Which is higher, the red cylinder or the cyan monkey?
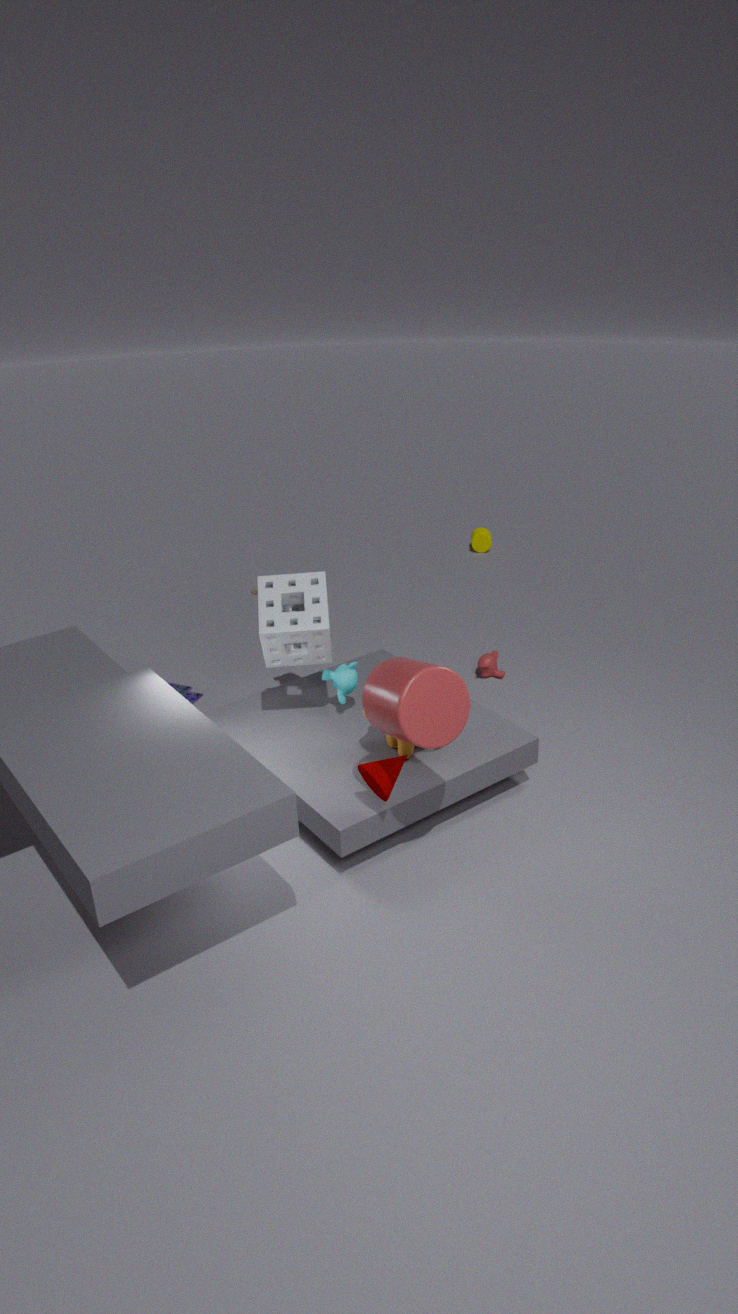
the red cylinder
